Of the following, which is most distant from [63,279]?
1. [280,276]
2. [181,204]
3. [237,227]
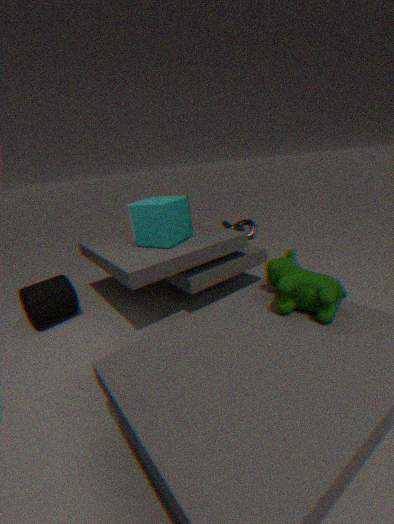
[237,227]
